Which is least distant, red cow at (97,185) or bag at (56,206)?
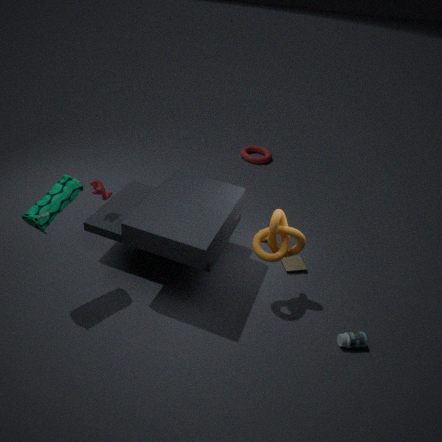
bag at (56,206)
